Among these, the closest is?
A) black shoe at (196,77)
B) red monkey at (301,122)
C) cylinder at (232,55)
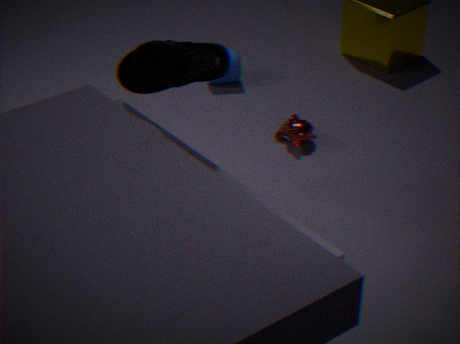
black shoe at (196,77)
